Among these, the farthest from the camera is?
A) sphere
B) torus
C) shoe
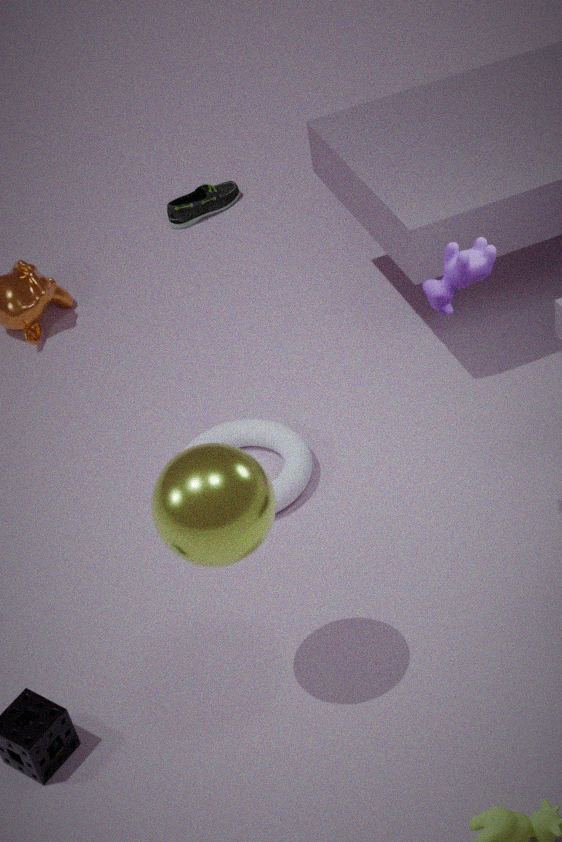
shoe
